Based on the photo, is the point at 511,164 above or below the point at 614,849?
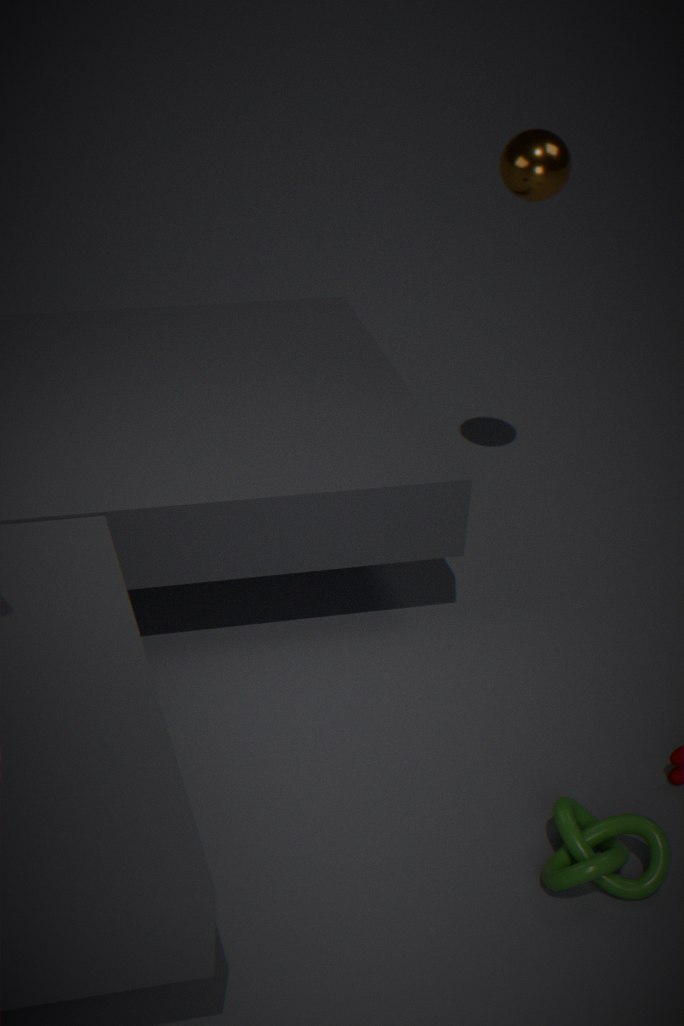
above
